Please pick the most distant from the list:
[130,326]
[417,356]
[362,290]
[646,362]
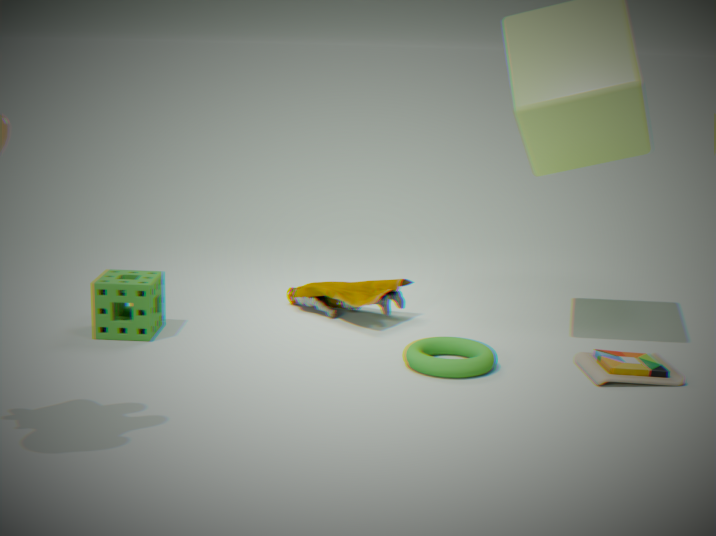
[362,290]
